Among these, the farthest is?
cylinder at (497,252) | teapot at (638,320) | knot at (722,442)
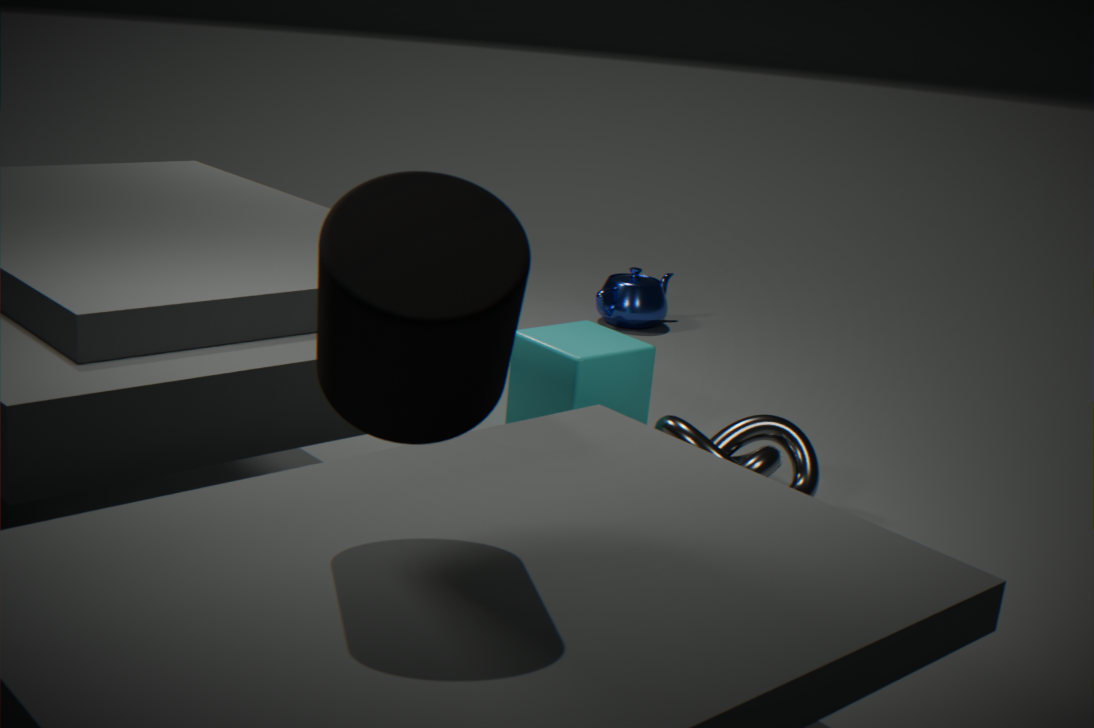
teapot at (638,320)
